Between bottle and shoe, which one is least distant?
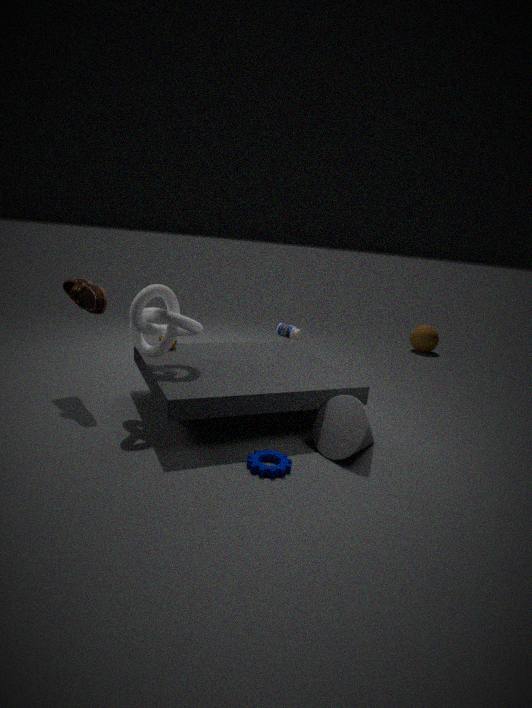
shoe
